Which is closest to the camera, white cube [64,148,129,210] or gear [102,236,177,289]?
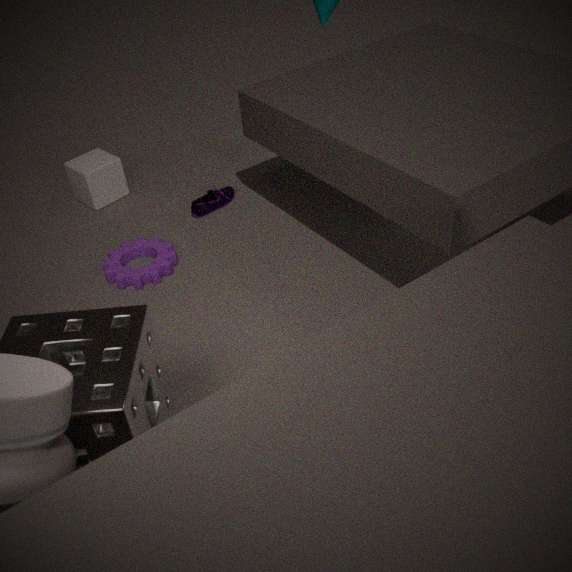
gear [102,236,177,289]
